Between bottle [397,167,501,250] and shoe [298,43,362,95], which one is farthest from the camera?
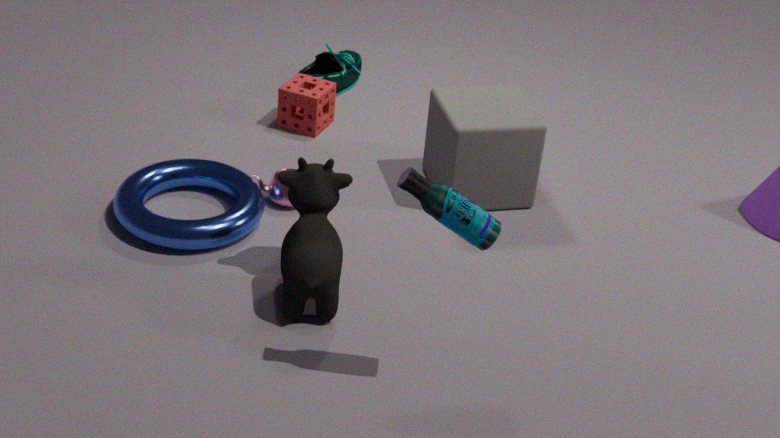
shoe [298,43,362,95]
